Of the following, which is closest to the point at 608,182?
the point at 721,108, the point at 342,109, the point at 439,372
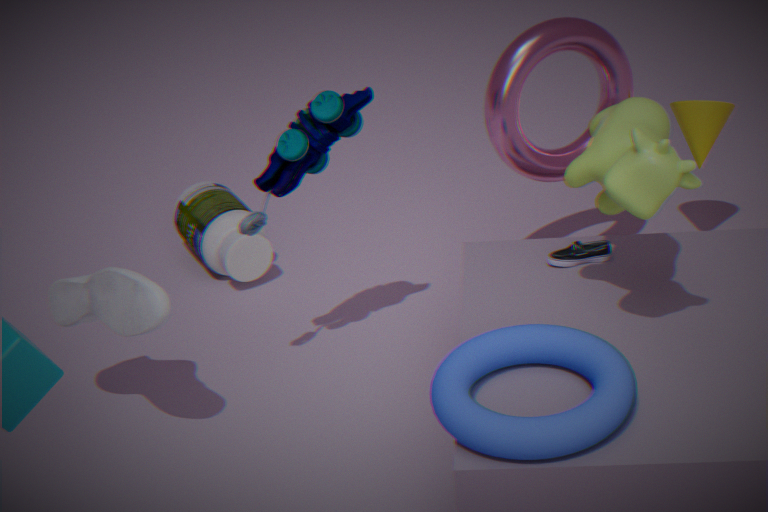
the point at 439,372
